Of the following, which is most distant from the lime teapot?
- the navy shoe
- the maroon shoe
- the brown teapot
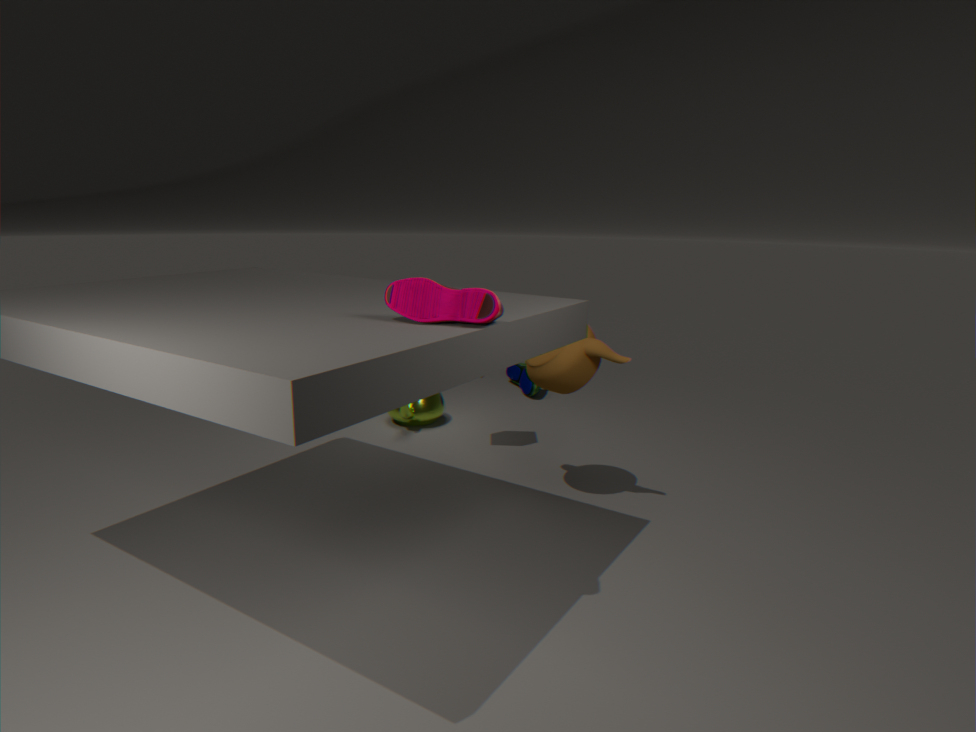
the maroon shoe
